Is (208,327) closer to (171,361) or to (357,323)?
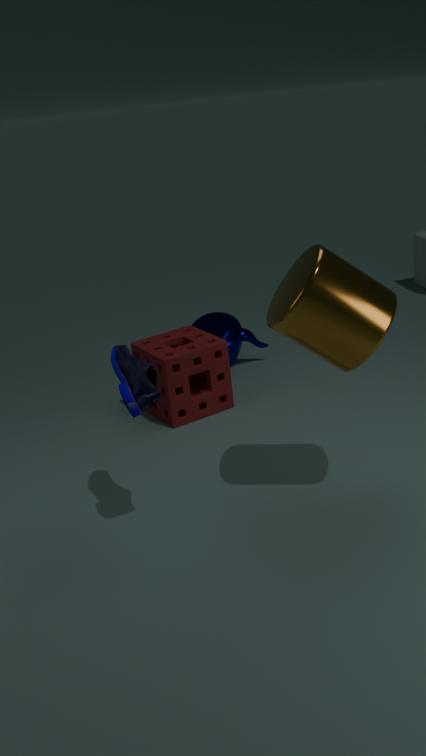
(171,361)
